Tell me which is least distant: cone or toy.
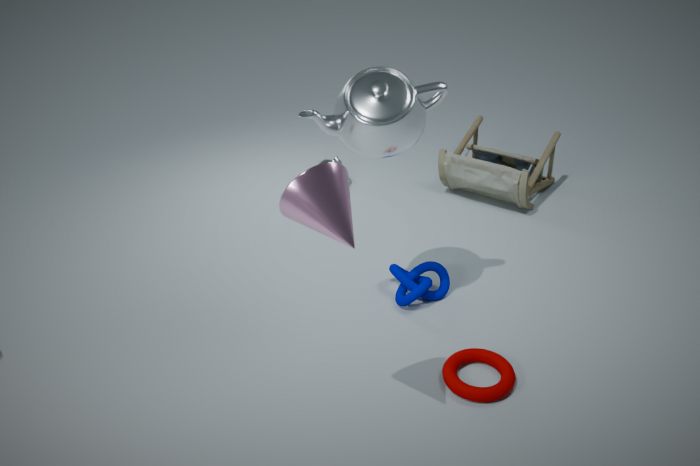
cone
